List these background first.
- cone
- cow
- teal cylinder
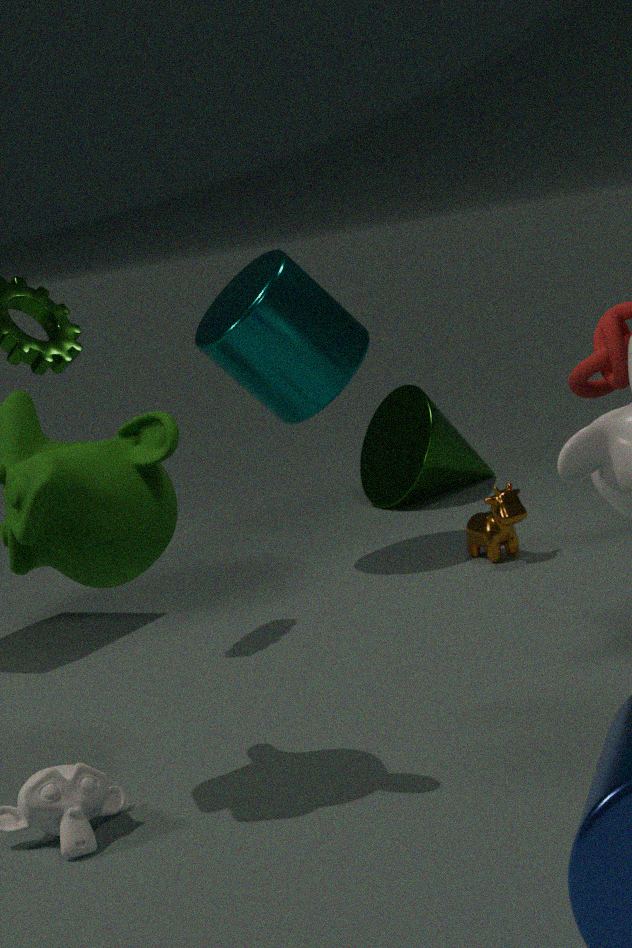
cone, cow, teal cylinder
